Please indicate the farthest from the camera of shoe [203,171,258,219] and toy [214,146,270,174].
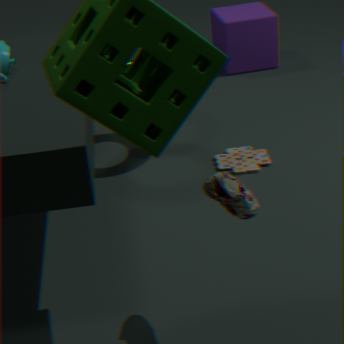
toy [214,146,270,174]
